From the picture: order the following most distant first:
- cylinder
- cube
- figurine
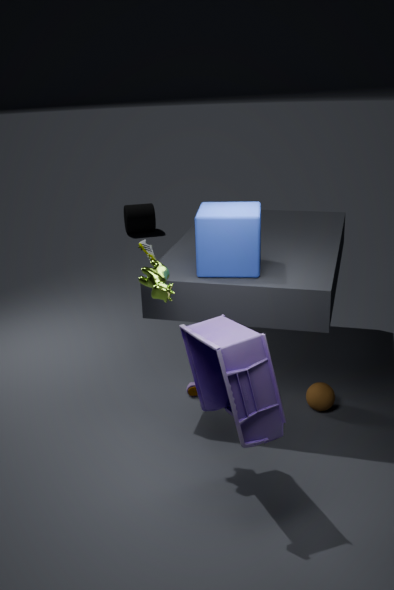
cylinder, cube, figurine
